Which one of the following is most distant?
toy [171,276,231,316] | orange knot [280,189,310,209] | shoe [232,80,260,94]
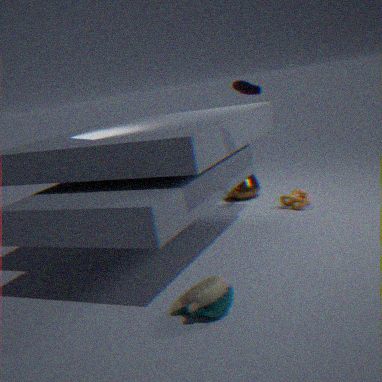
orange knot [280,189,310,209]
